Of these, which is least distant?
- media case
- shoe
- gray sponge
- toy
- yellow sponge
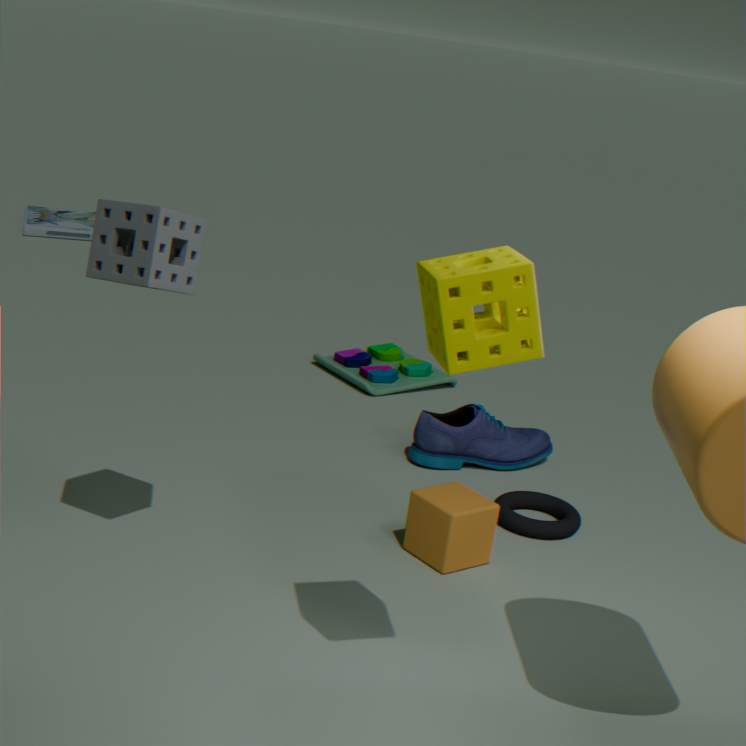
yellow sponge
